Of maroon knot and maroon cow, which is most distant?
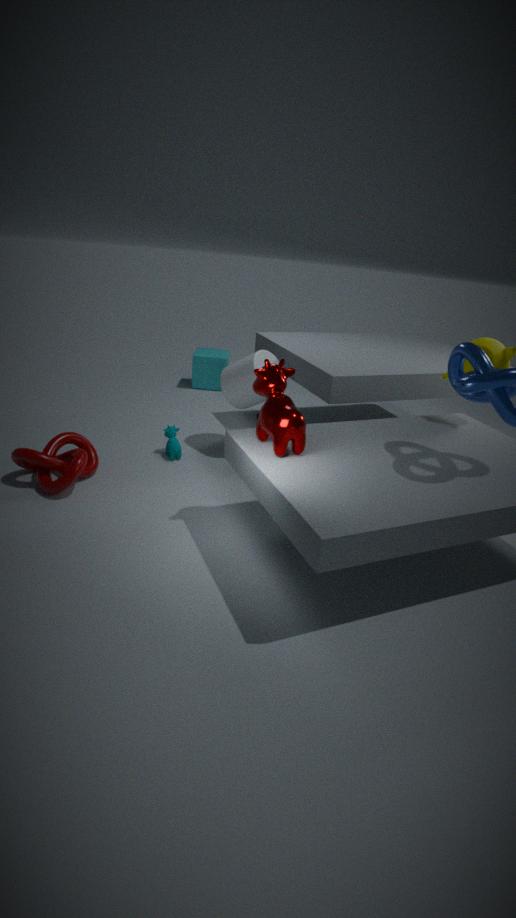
maroon knot
